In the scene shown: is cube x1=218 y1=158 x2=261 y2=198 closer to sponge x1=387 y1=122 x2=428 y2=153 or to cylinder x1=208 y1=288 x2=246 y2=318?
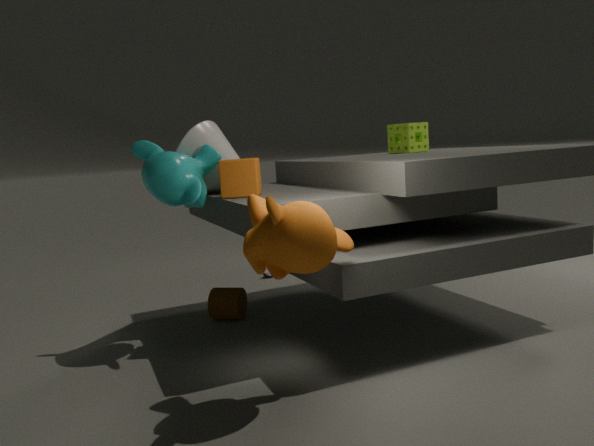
cylinder x1=208 y1=288 x2=246 y2=318
